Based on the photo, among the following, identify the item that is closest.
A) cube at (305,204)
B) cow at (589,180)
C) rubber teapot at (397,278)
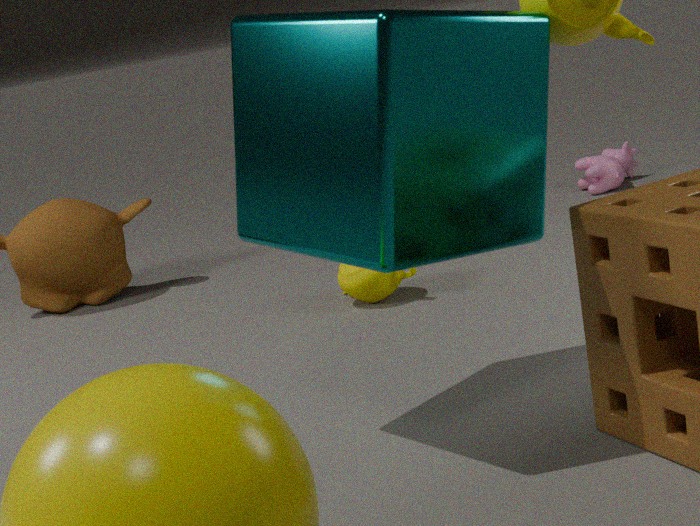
cube at (305,204)
